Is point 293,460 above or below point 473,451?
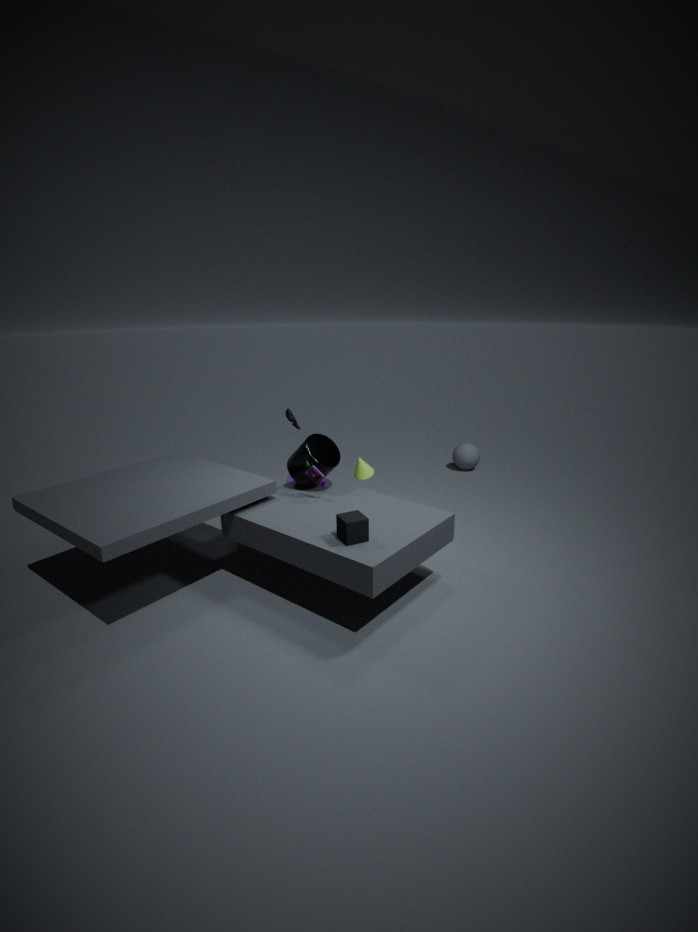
above
